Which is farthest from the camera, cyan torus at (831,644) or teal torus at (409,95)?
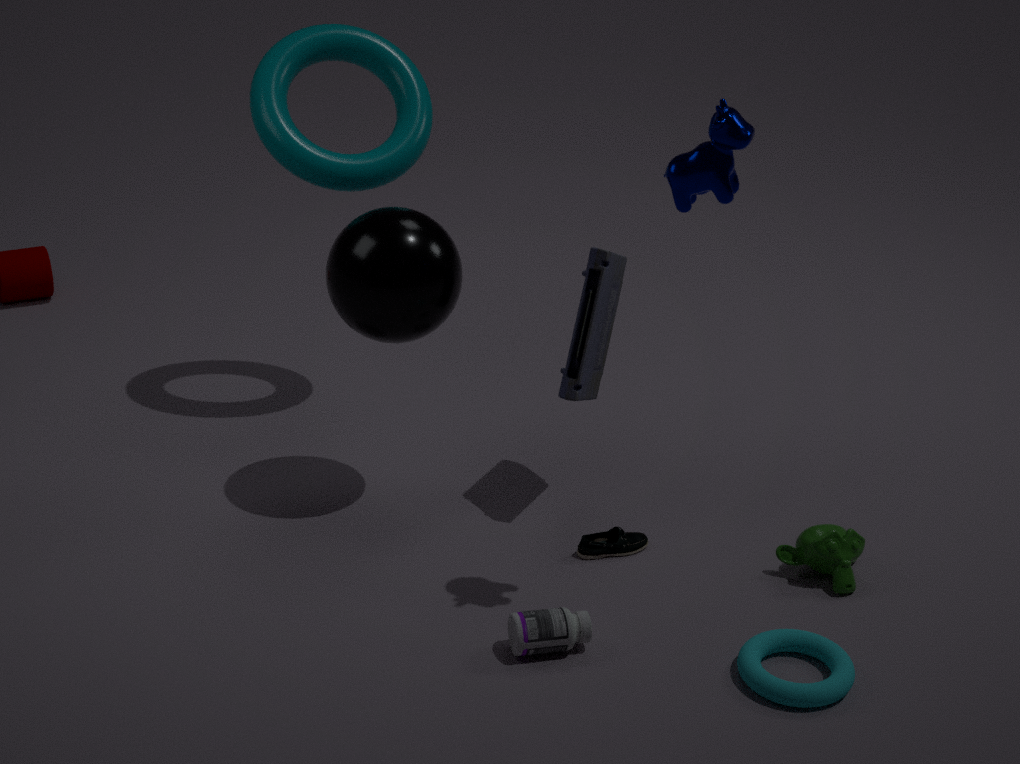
teal torus at (409,95)
